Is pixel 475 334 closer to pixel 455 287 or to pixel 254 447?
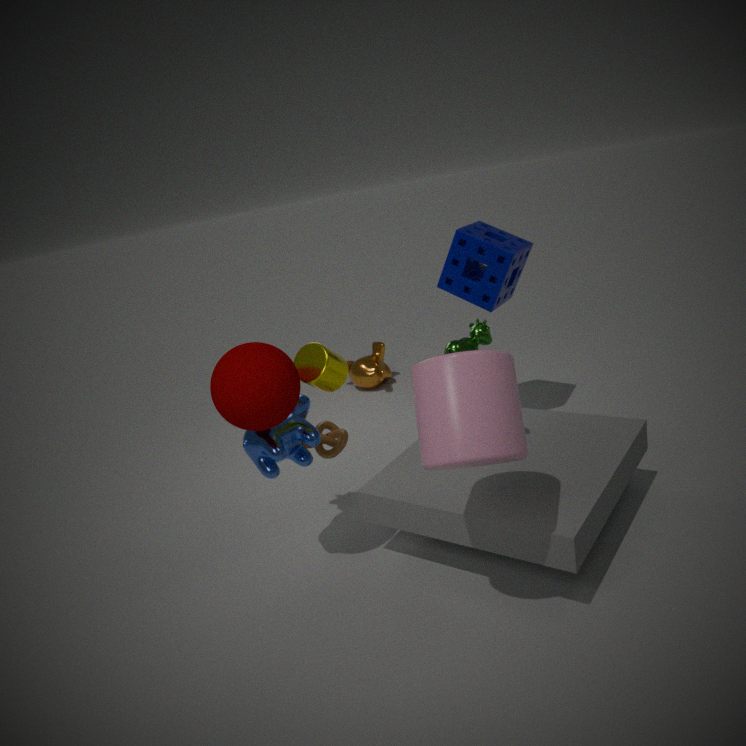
pixel 254 447
